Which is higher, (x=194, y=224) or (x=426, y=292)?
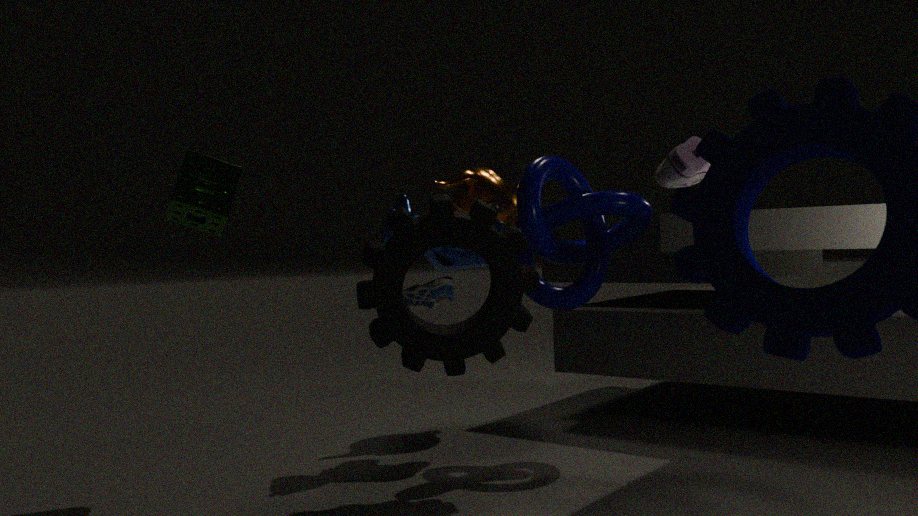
(x=194, y=224)
